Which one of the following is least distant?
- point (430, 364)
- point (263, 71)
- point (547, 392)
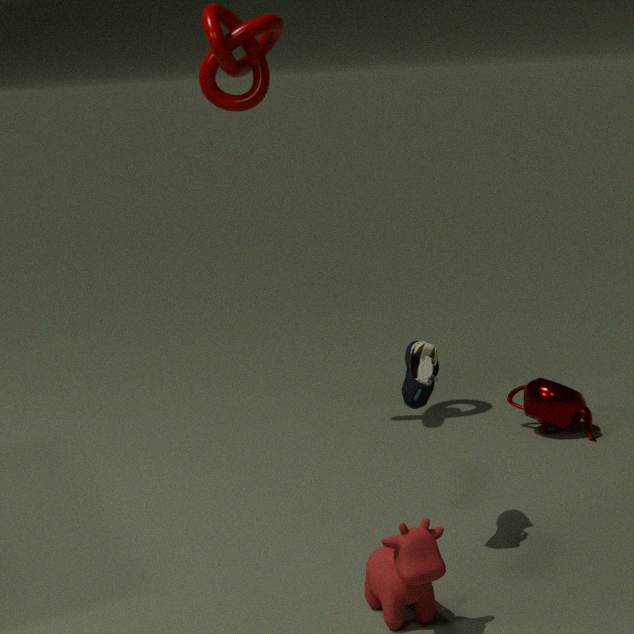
point (430, 364)
